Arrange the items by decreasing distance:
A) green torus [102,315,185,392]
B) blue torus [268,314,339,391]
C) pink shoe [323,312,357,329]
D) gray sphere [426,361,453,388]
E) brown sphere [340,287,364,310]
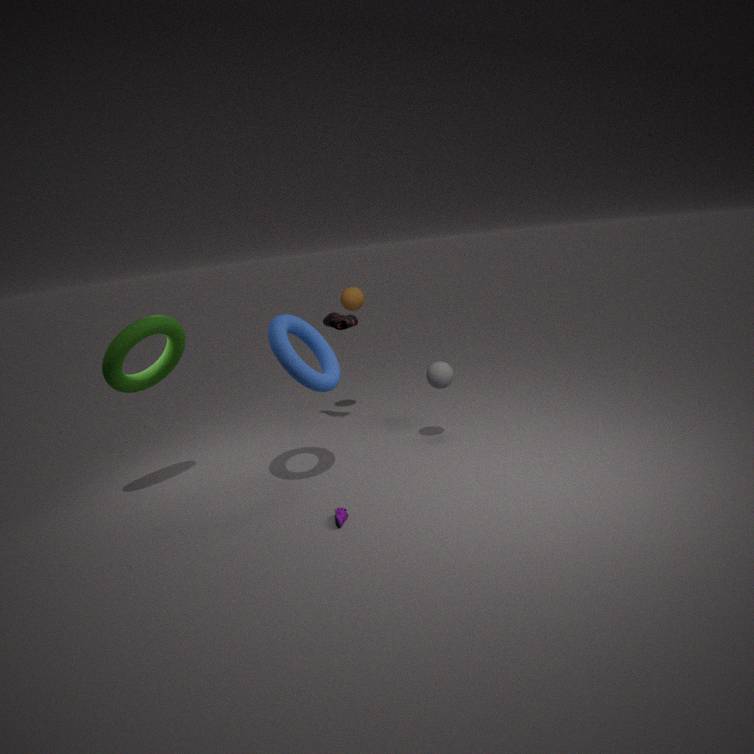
brown sphere [340,287,364,310] → pink shoe [323,312,357,329] → gray sphere [426,361,453,388] → green torus [102,315,185,392] → blue torus [268,314,339,391]
